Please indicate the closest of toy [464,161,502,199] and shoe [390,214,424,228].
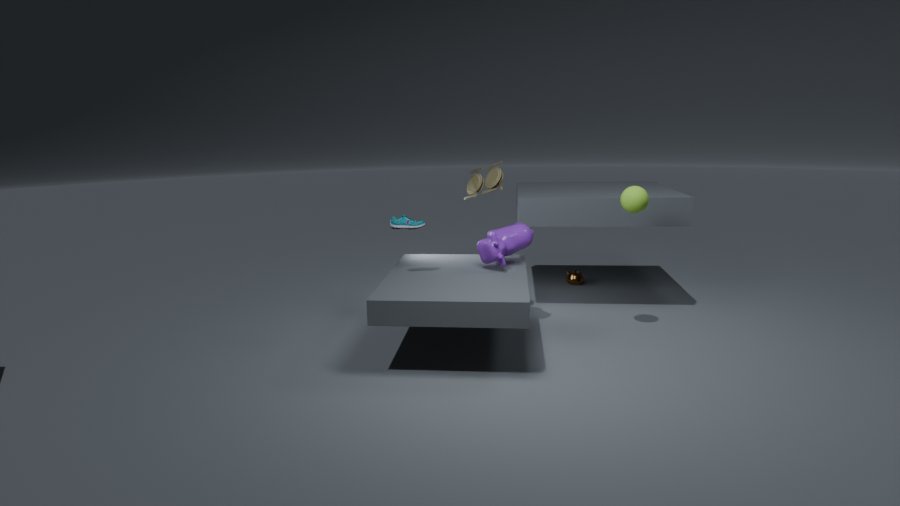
shoe [390,214,424,228]
